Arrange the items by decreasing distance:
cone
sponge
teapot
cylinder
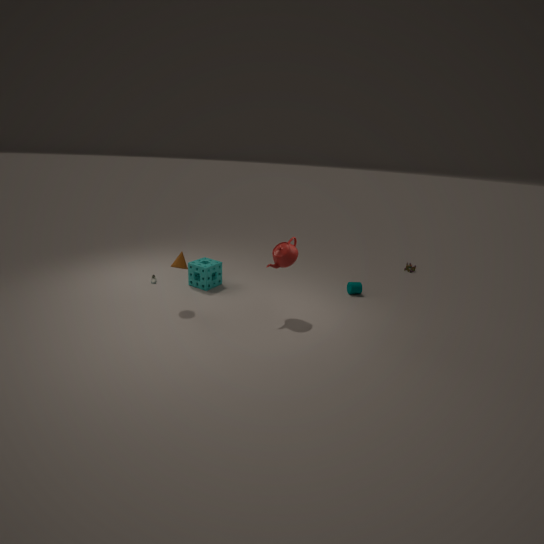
cylinder < sponge < cone < teapot
